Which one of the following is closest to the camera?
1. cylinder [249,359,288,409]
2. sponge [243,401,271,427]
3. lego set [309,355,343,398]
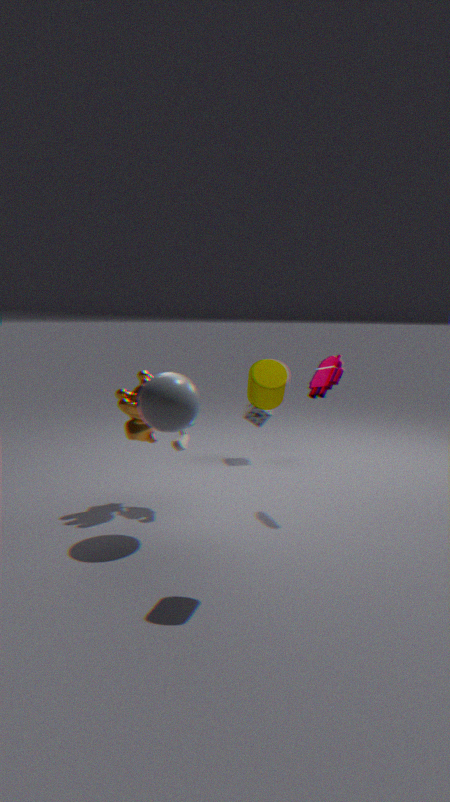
cylinder [249,359,288,409]
